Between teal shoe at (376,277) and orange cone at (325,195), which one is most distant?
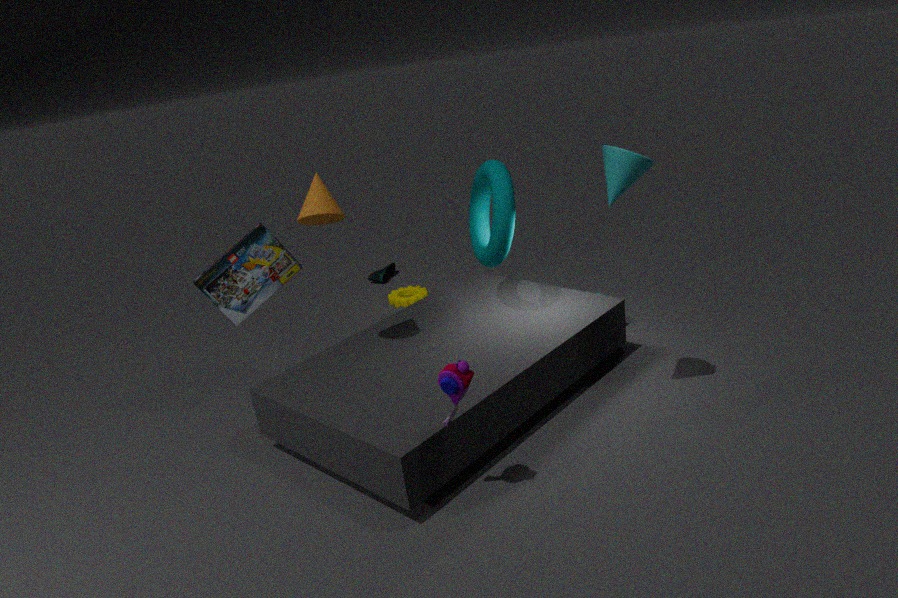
teal shoe at (376,277)
